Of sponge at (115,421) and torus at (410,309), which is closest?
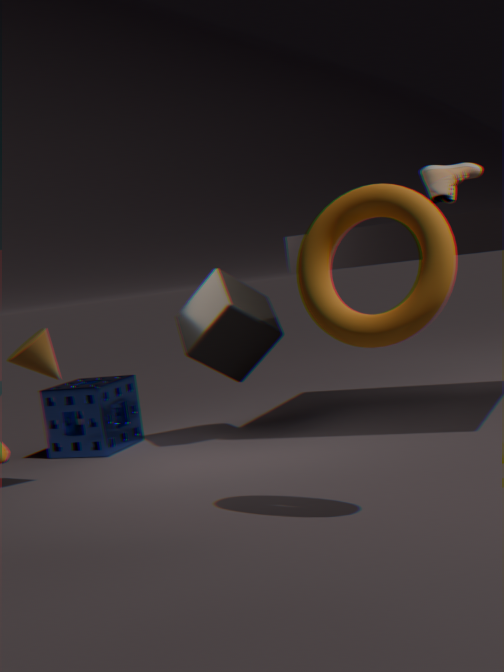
torus at (410,309)
